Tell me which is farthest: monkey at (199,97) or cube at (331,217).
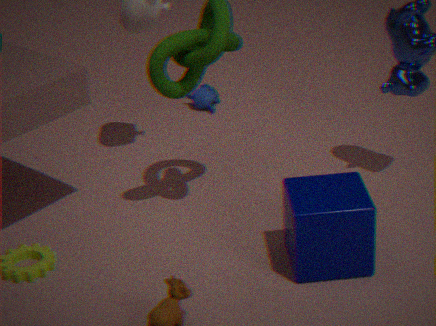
monkey at (199,97)
